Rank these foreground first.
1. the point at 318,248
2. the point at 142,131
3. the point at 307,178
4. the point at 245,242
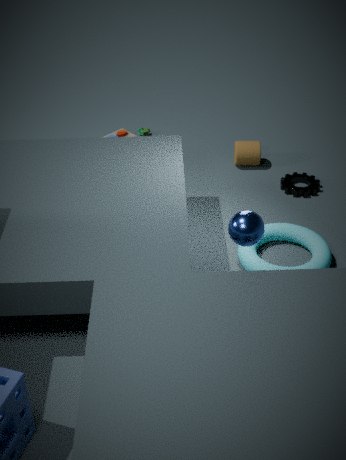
the point at 245,242
the point at 318,248
the point at 307,178
the point at 142,131
